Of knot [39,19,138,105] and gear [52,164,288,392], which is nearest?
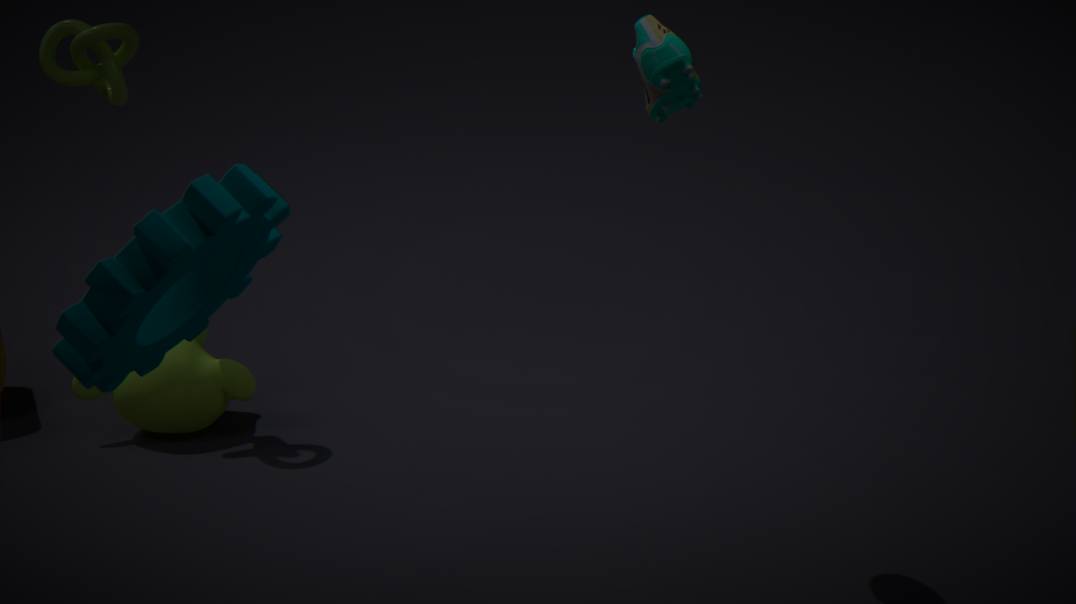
gear [52,164,288,392]
